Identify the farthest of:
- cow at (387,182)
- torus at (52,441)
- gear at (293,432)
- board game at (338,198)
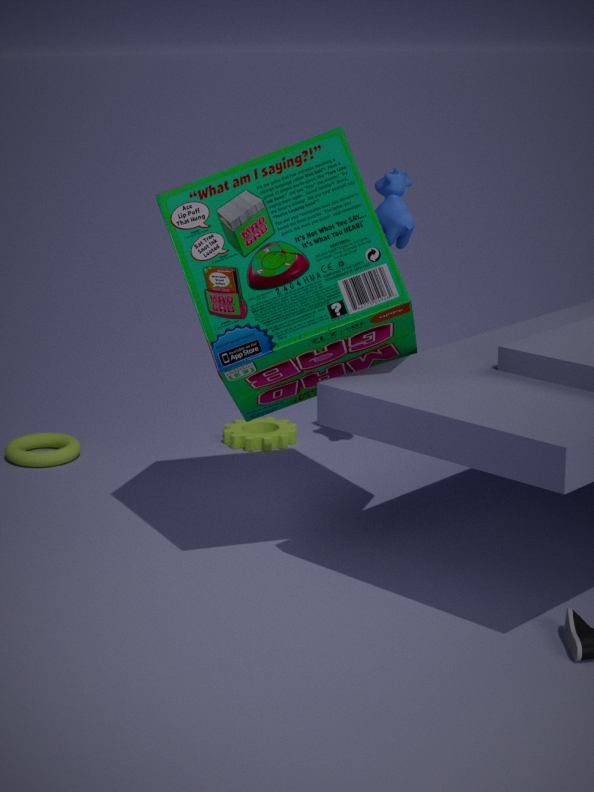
gear at (293,432)
